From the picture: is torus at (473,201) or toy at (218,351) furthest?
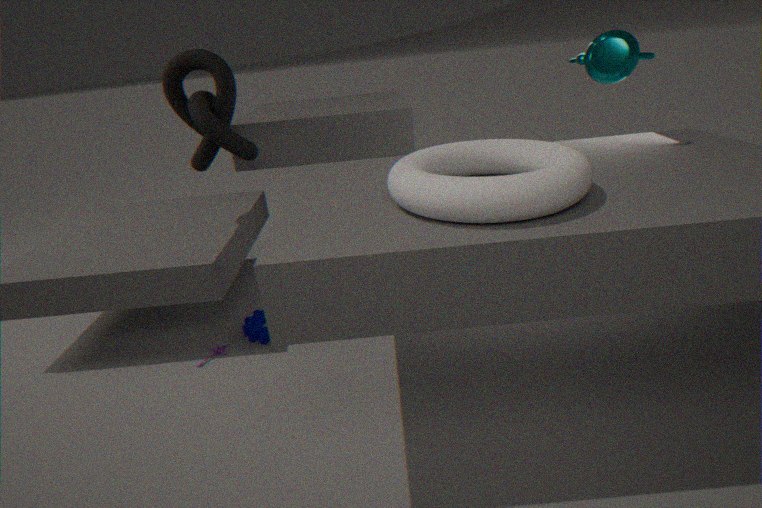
toy at (218,351)
